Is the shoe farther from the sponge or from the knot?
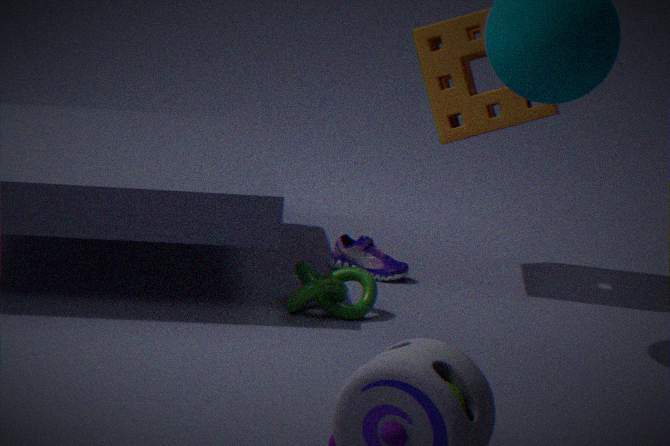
the sponge
